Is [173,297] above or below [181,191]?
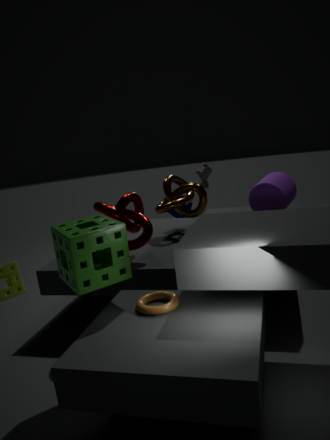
below
